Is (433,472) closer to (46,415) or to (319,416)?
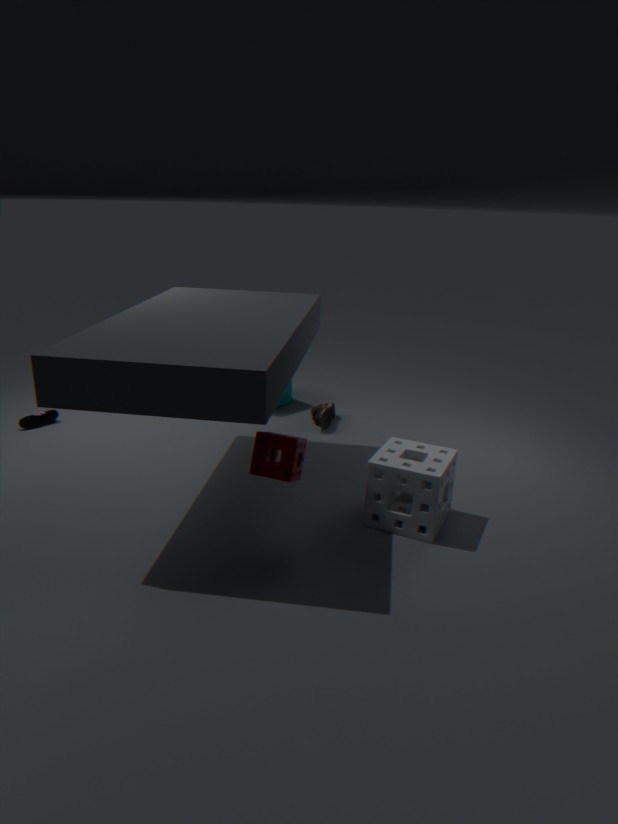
(319,416)
